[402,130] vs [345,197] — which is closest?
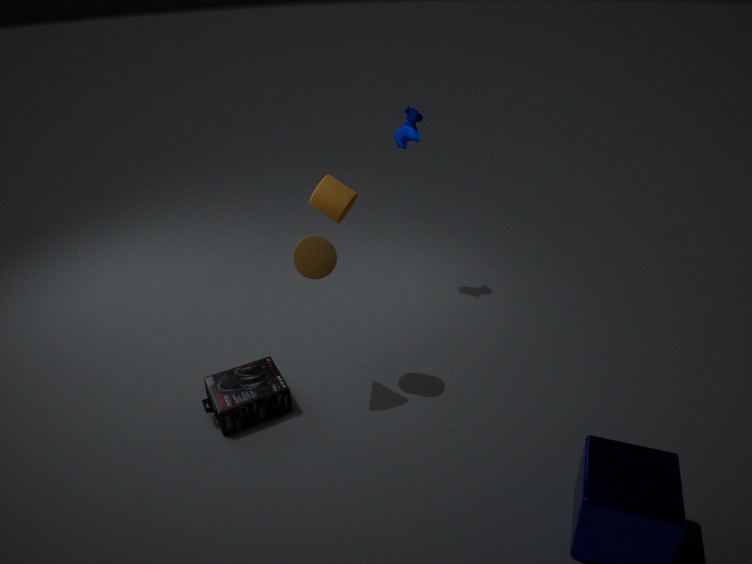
[345,197]
